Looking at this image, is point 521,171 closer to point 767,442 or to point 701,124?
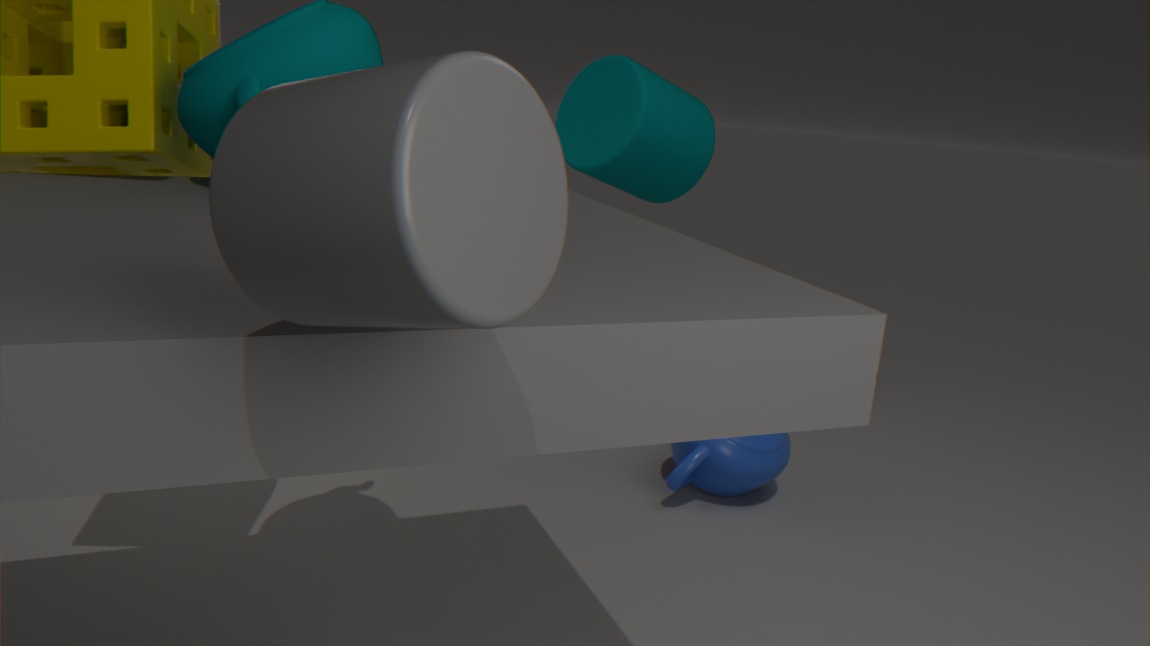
point 767,442
